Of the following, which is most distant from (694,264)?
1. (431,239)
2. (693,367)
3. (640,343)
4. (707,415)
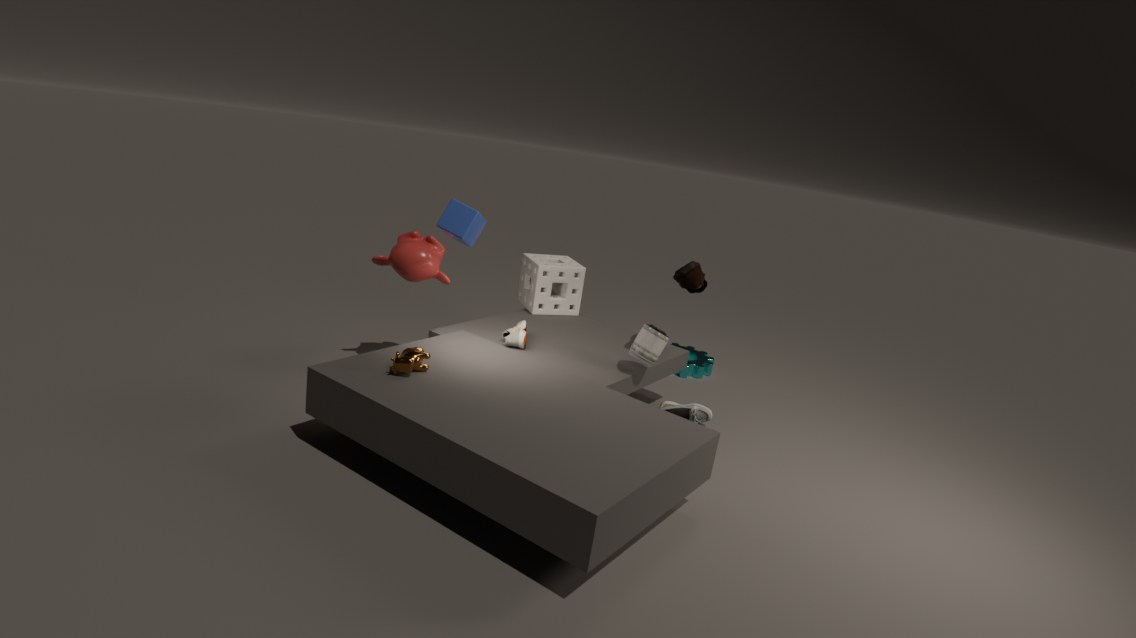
(431,239)
